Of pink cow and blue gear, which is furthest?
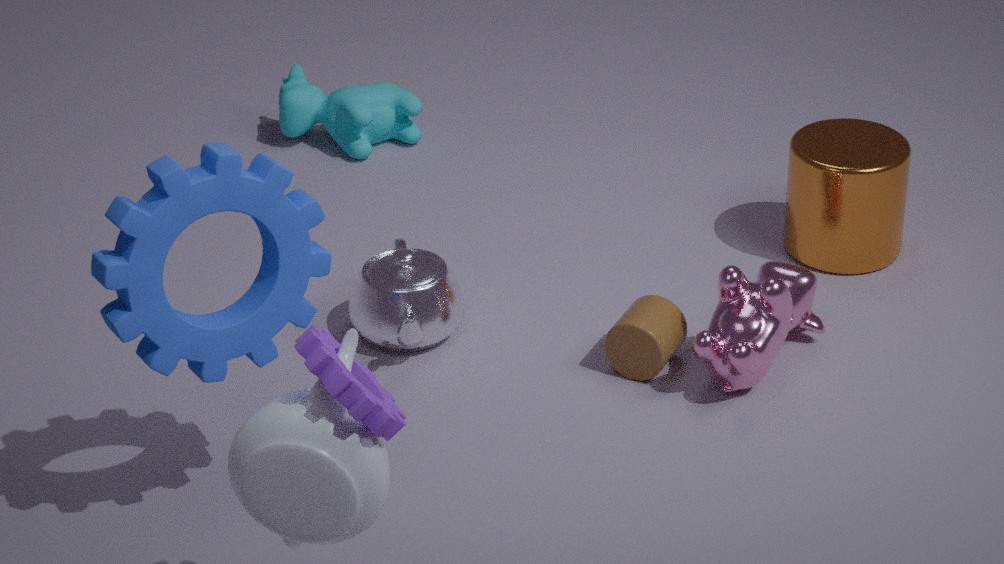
pink cow
